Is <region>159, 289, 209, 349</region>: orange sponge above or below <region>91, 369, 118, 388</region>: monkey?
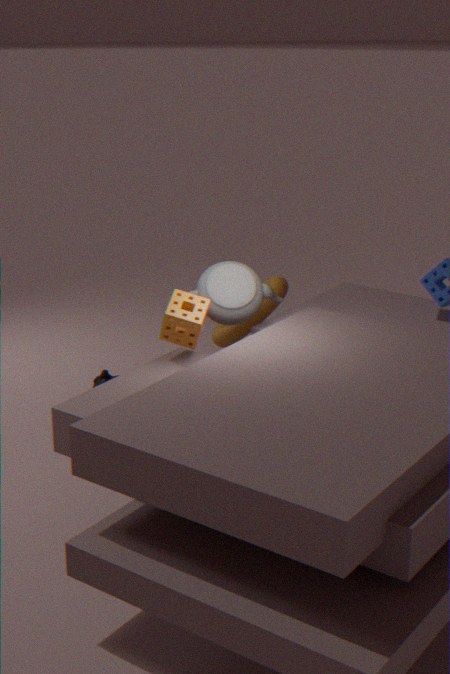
above
